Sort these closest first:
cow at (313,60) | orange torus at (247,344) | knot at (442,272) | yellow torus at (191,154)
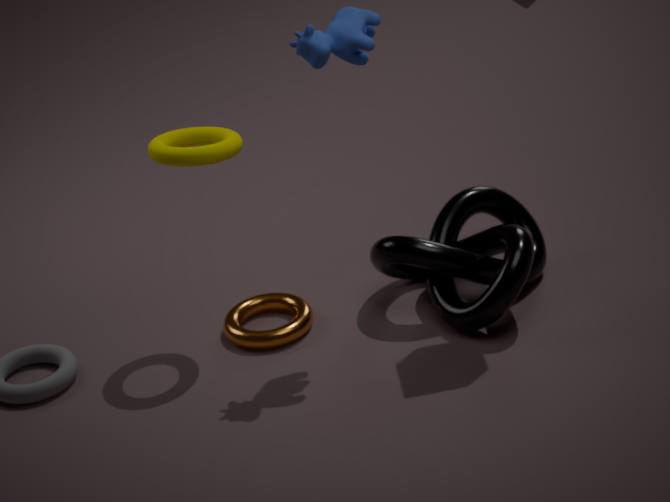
cow at (313,60)
yellow torus at (191,154)
knot at (442,272)
orange torus at (247,344)
